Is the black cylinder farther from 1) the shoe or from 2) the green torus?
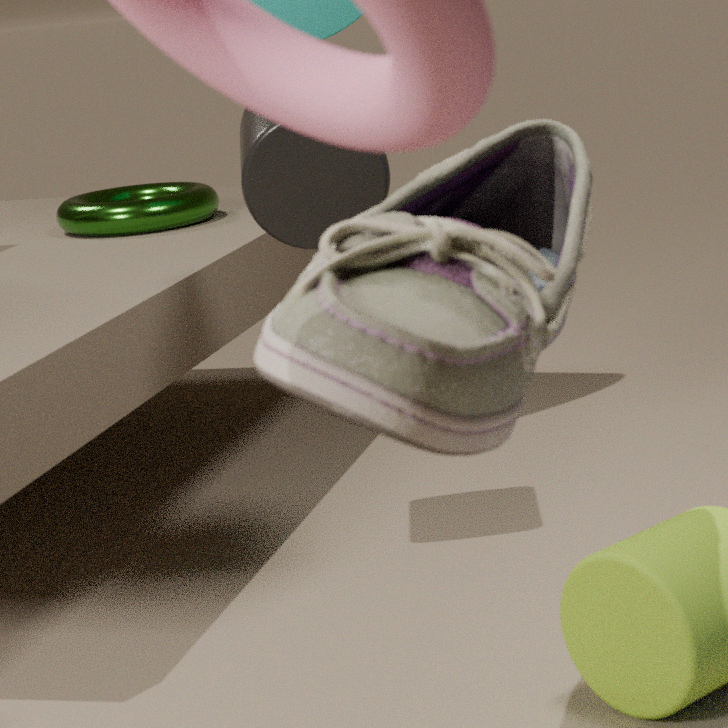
2) the green torus
